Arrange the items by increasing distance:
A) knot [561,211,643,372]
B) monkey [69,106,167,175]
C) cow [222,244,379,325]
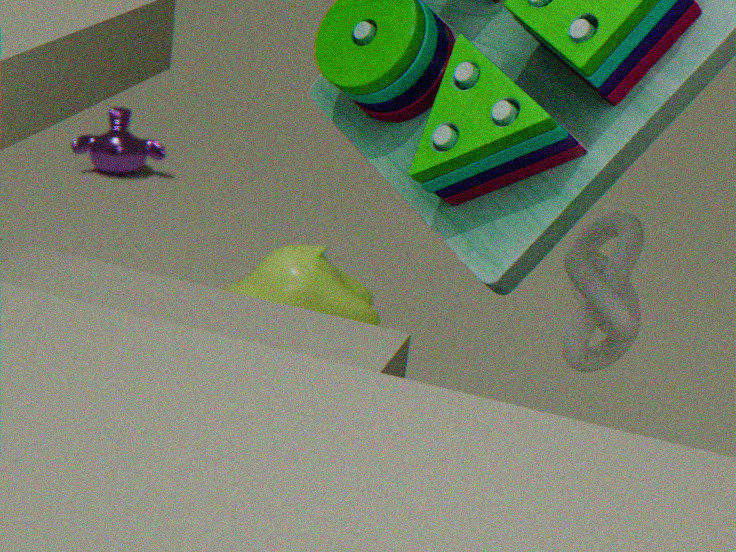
knot [561,211,643,372], cow [222,244,379,325], monkey [69,106,167,175]
